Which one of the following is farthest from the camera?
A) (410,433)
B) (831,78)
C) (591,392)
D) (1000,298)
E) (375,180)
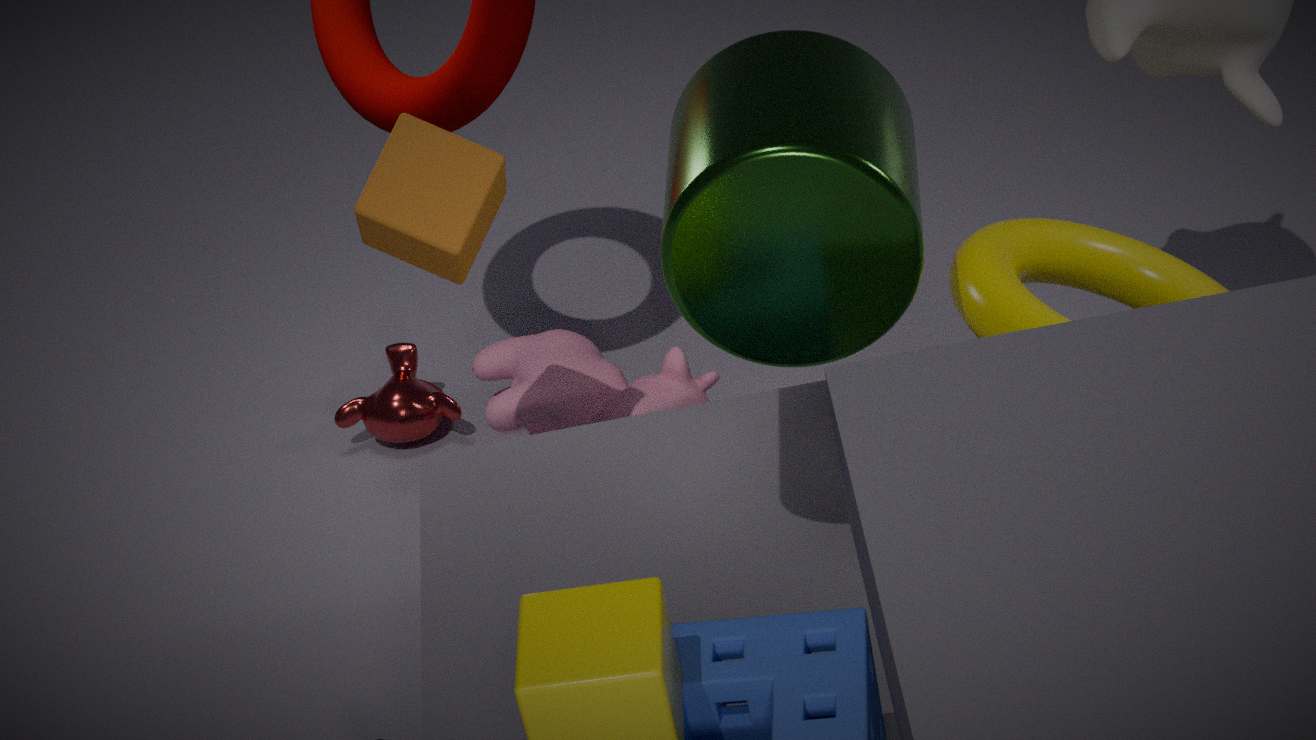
A. (410,433)
